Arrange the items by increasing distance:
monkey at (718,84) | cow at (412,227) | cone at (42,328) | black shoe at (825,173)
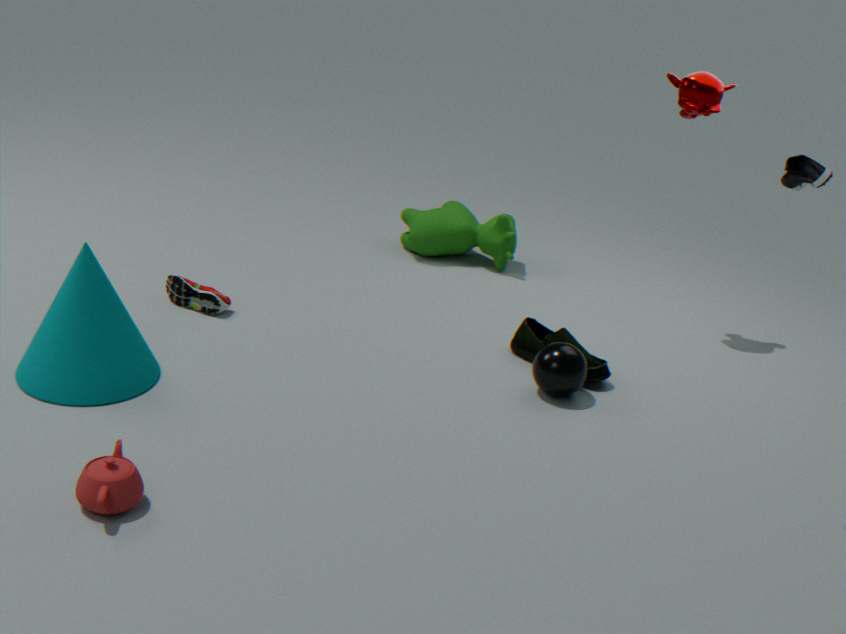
black shoe at (825,173) < cone at (42,328) < monkey at (718,84) < cow at (412,227)
